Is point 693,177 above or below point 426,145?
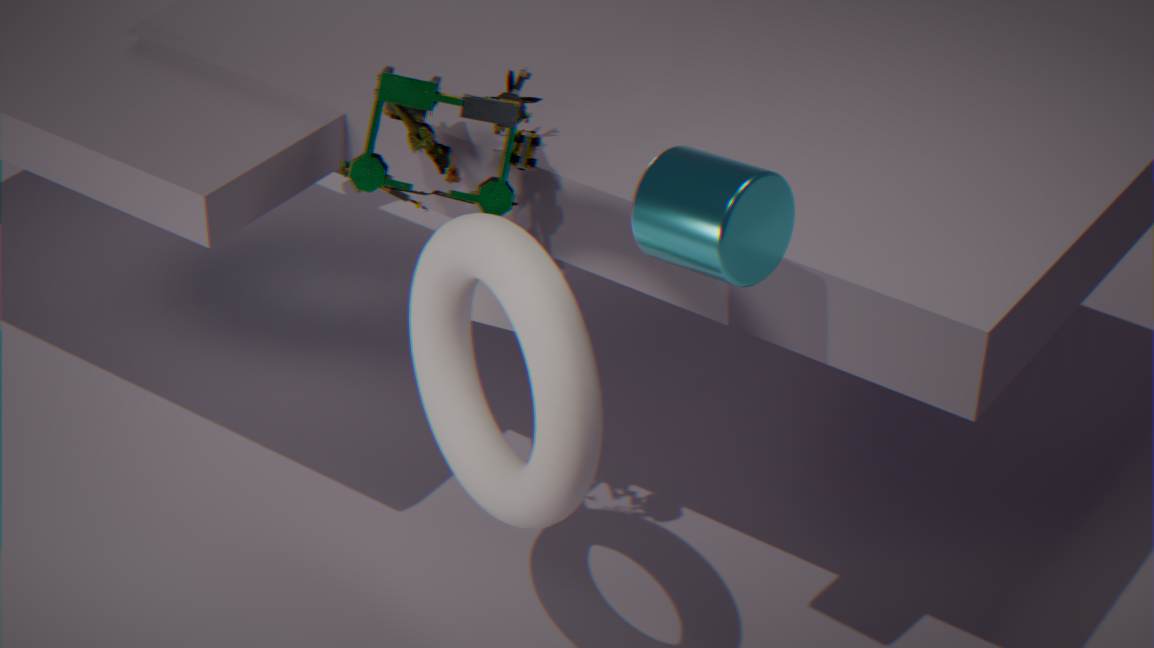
above
